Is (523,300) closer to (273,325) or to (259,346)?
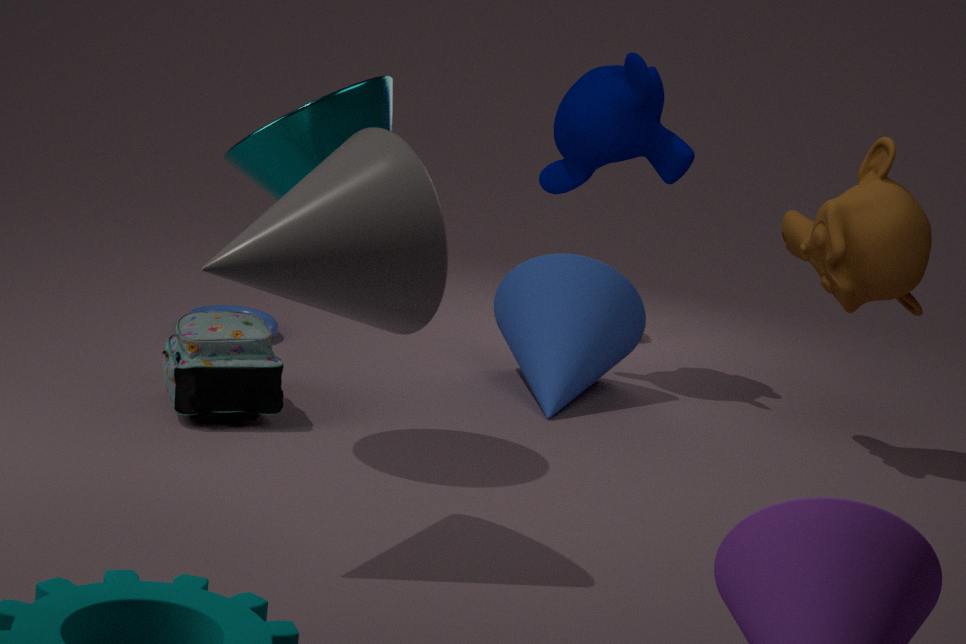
(273,325)
